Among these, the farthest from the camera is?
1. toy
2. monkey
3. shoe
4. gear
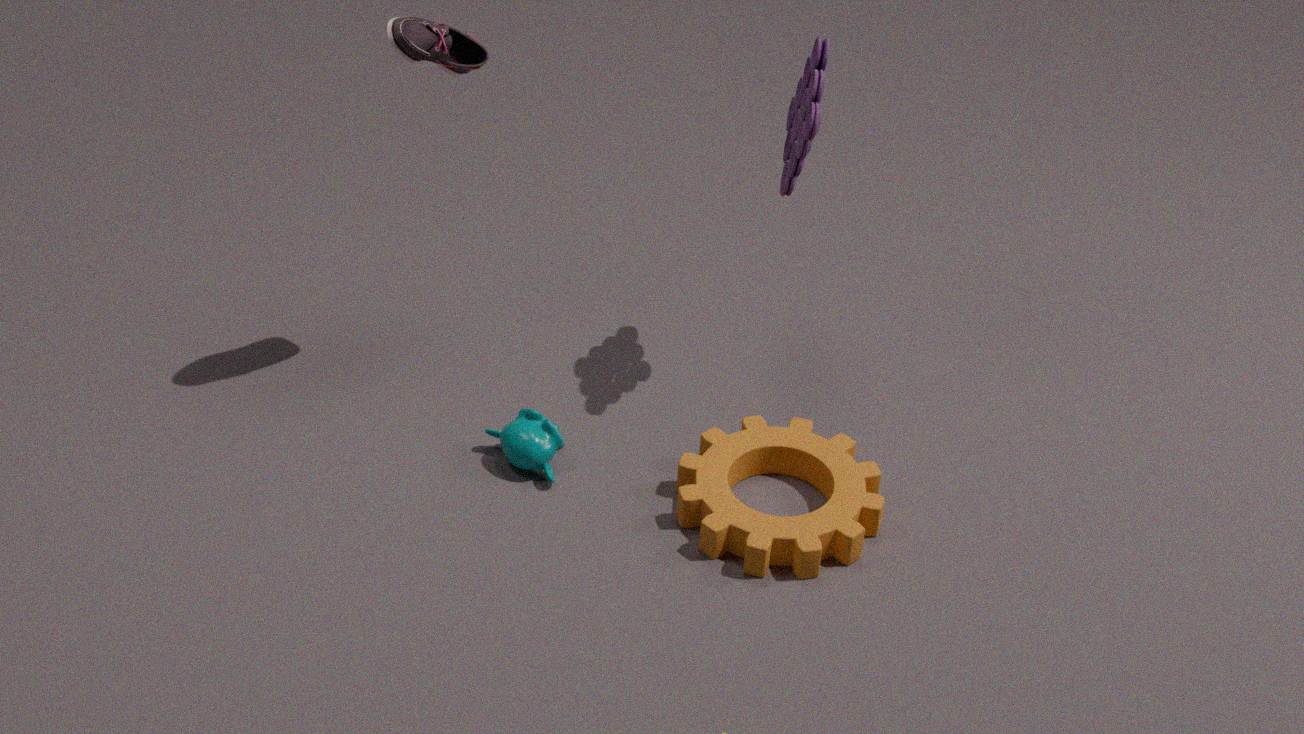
monkey
